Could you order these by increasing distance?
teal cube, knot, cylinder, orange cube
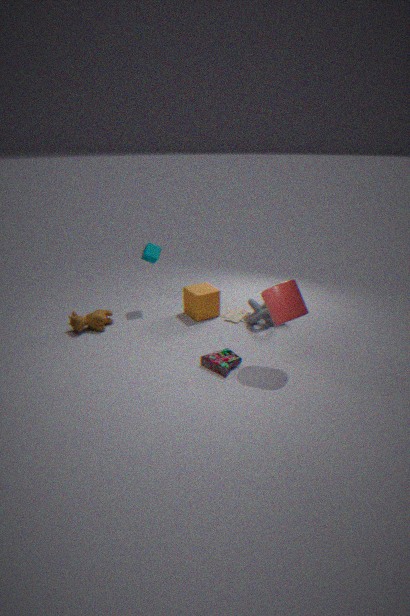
cylinder
knot
orange cube
teal cube
